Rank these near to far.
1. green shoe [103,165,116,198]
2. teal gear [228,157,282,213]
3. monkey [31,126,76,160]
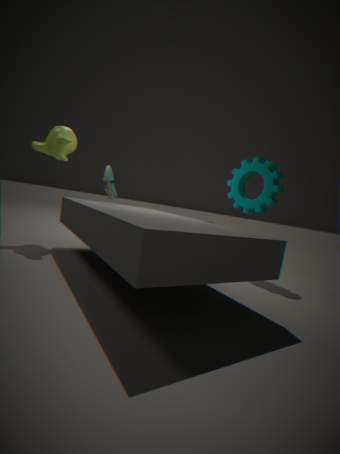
1. green shoe [103,165,116,198]
2. monkey [31,126,76,160]
3. teal gear [228,157,282,213]
